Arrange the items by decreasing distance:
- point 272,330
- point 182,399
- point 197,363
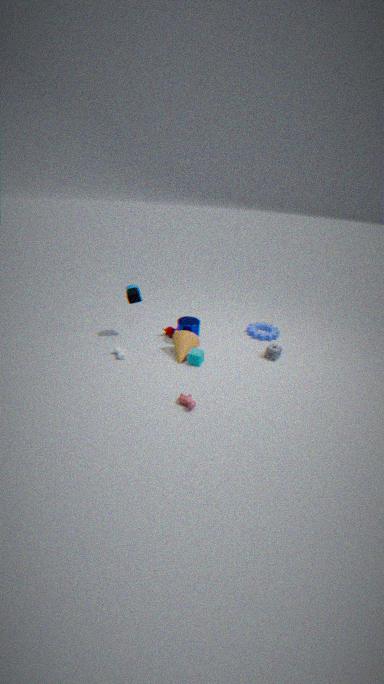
point 272,330 → point 197,363 → point 182,399
